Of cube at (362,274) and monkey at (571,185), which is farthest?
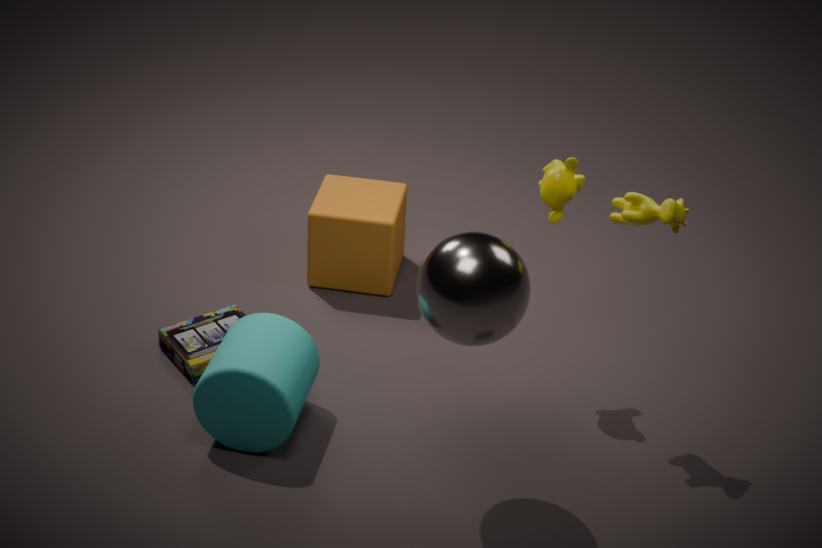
cube at (362,274)
